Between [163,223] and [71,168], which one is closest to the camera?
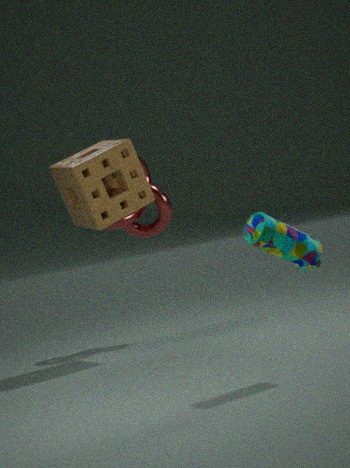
[71,168]
